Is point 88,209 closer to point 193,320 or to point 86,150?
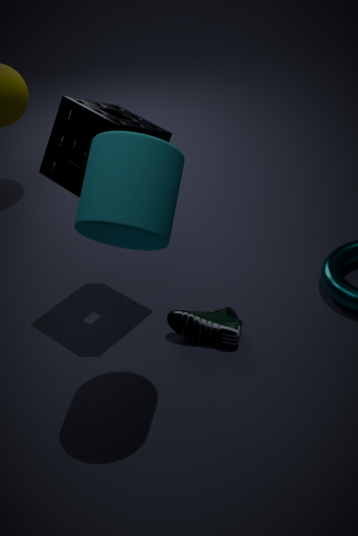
point 86,150
